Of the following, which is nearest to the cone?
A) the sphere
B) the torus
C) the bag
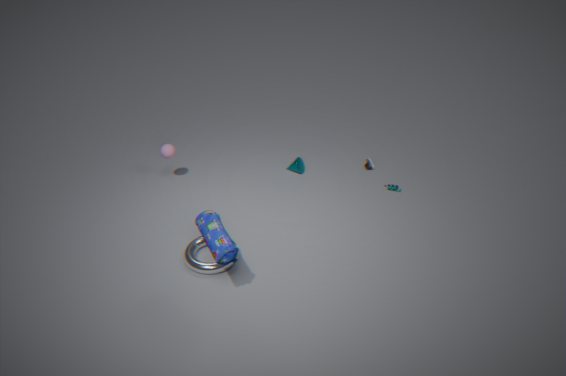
the sphere
